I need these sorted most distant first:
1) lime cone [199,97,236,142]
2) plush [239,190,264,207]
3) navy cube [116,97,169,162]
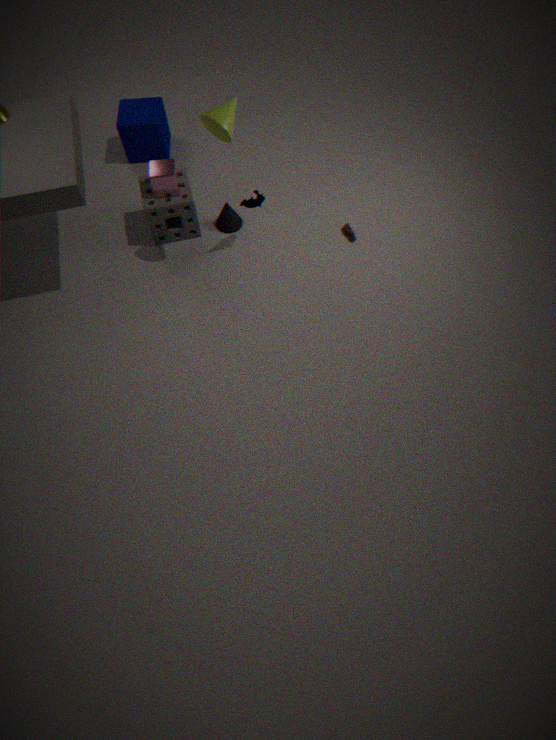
3. navy cube [116,97,169,162]
2. plush [239,190,264,207]
1. lime cone [199,97,236,142]
